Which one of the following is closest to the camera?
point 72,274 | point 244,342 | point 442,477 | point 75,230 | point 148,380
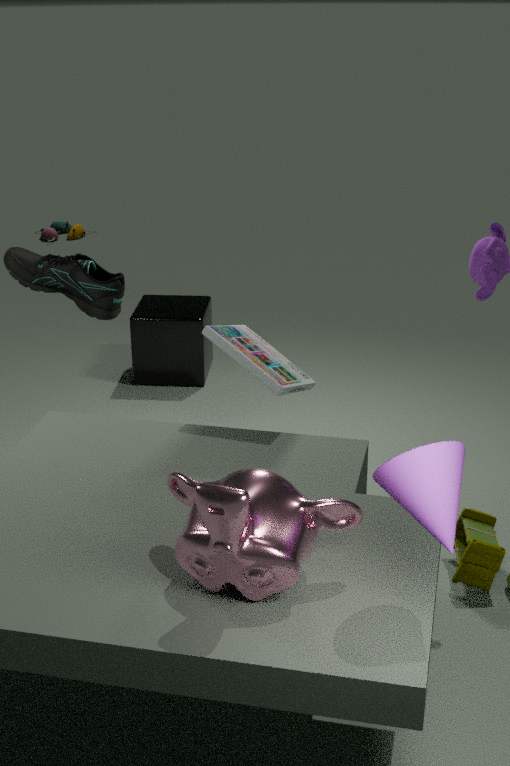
point 442,477
